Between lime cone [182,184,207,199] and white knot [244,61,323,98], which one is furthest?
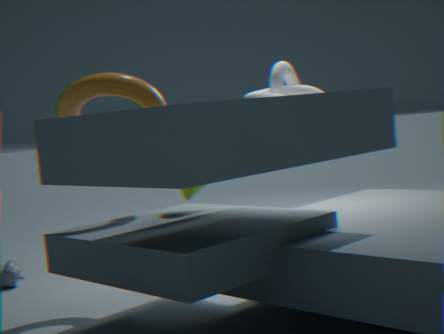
white knot [244,61,323,98]
